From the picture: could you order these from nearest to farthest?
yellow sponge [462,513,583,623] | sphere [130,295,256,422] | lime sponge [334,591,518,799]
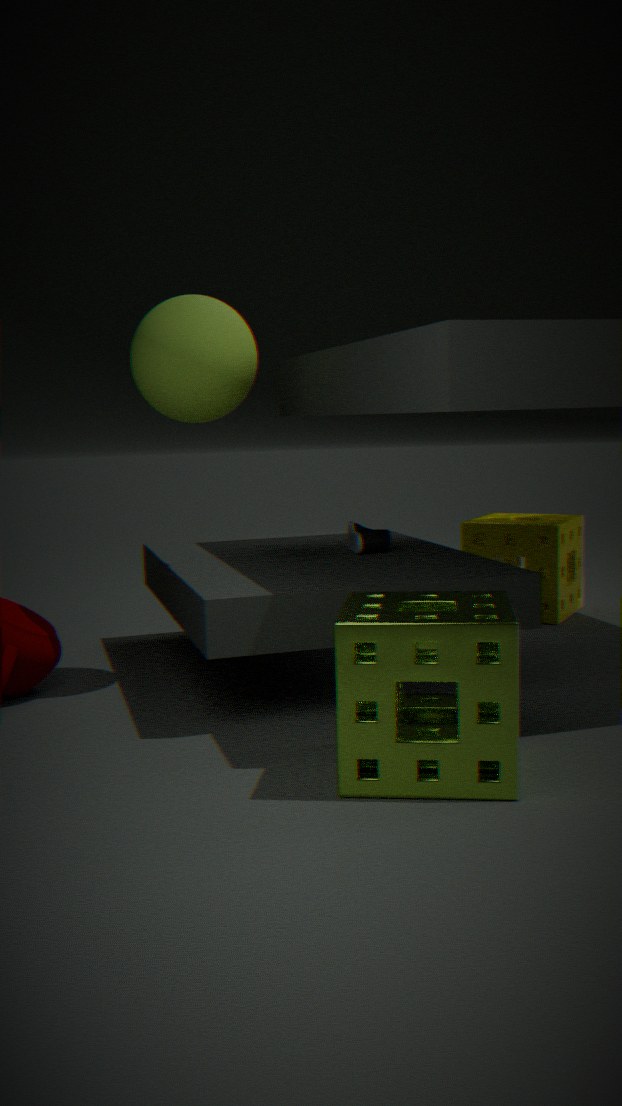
lime sponge [334,591,518,799]
sphere [130,295,256,422]
yellow sponge [462,513,583,623]
